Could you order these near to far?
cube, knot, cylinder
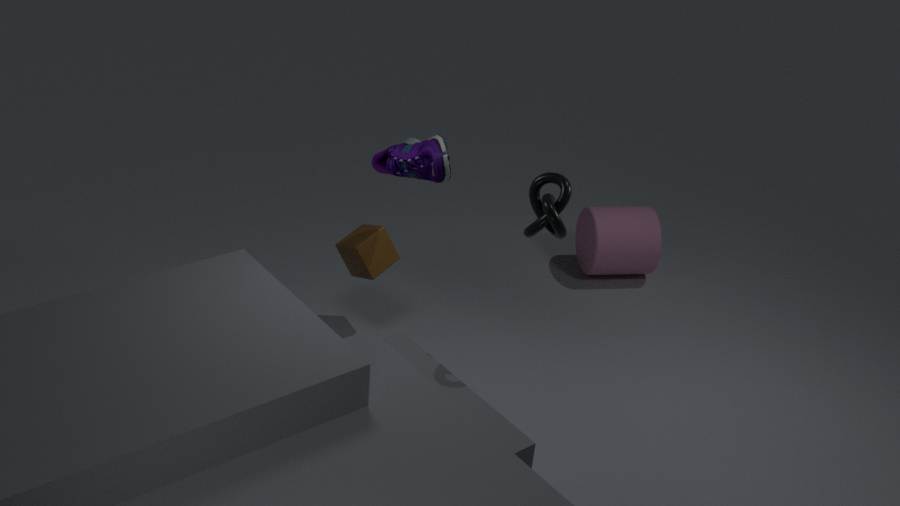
knot
cube
cylinder
